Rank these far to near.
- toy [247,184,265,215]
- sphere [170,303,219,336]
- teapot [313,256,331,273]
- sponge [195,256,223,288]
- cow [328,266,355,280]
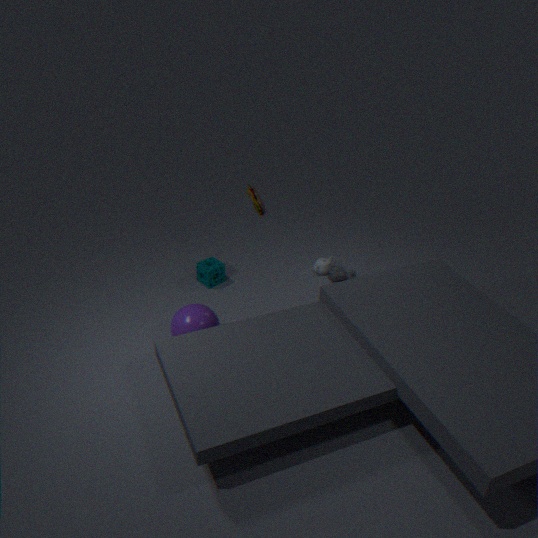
teapot [313,256,331,273] → cow [328,266,355,280] → sponge [195,256,223,288] → toy [247,184,265,215] → sphere [170,303,219,336]
